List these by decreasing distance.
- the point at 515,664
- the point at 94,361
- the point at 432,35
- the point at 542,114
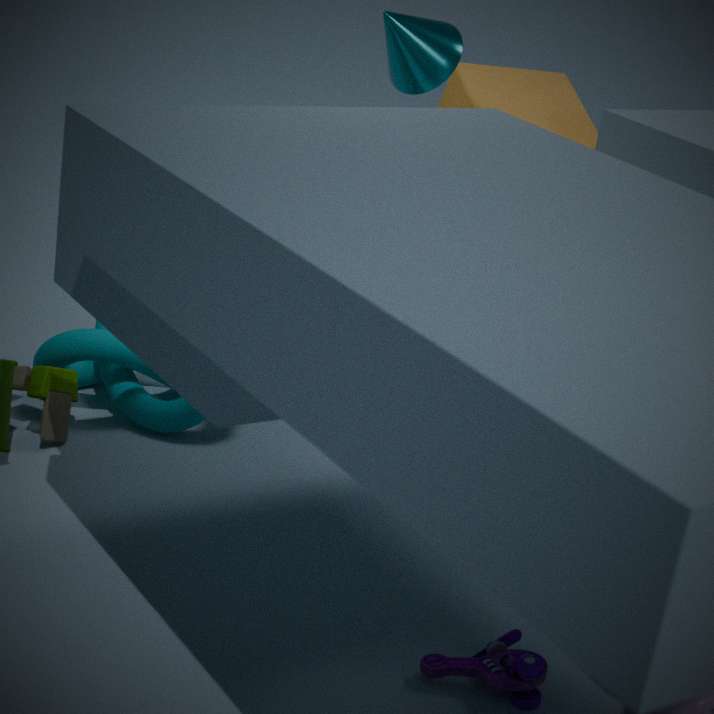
the point at 542,114 < the point at 94,361 < the point at 432,35 < the point at 515,664
